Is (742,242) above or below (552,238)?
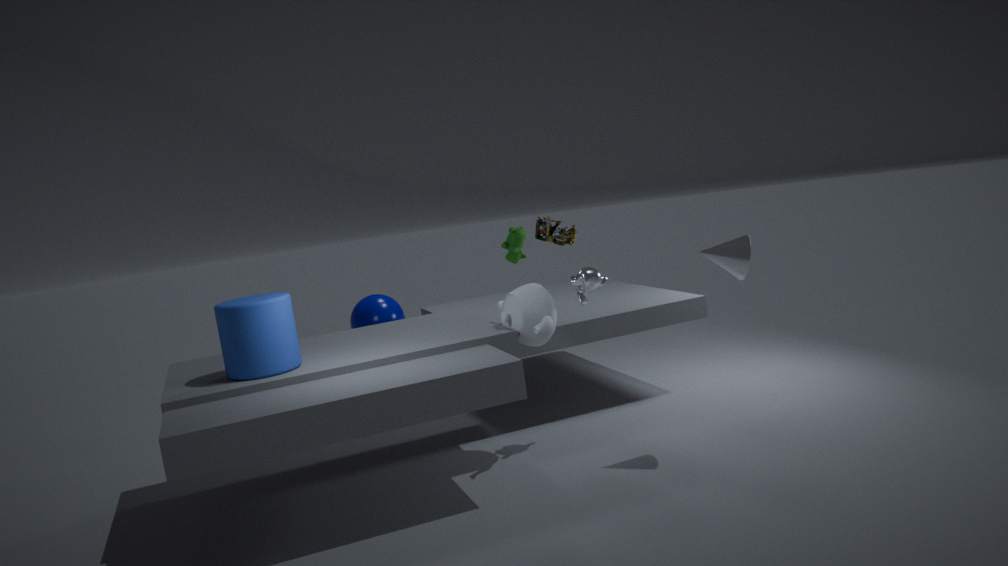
below
